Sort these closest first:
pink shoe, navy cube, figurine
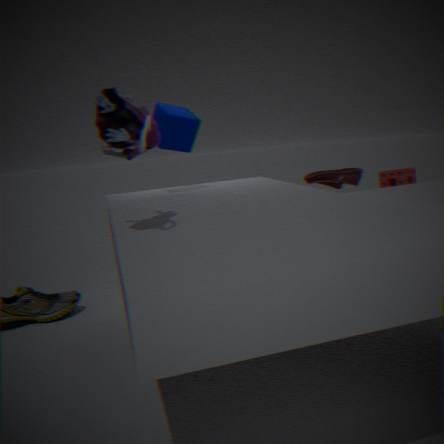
figurine < navy cube < pink shoe
